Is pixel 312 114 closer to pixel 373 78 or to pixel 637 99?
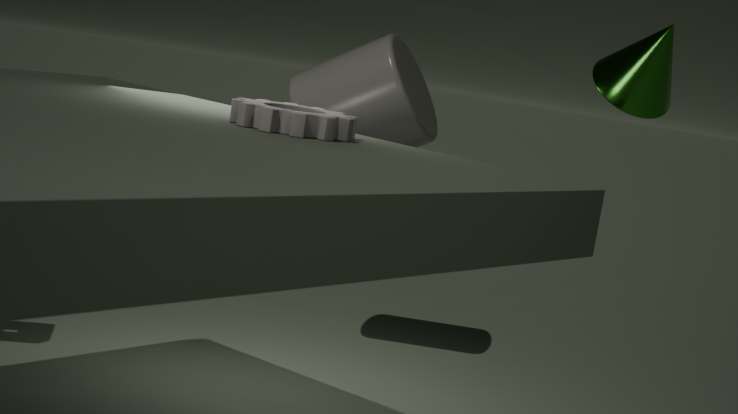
pixel 637 99
